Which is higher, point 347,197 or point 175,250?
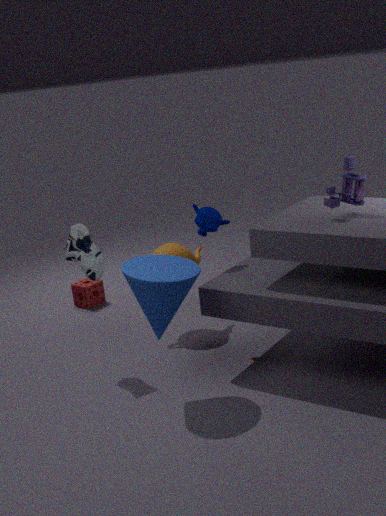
point 347,197
